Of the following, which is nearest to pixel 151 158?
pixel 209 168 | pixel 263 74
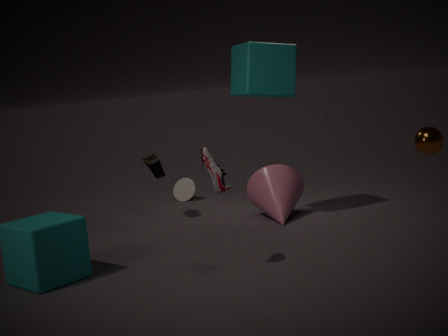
pixel 263 74
